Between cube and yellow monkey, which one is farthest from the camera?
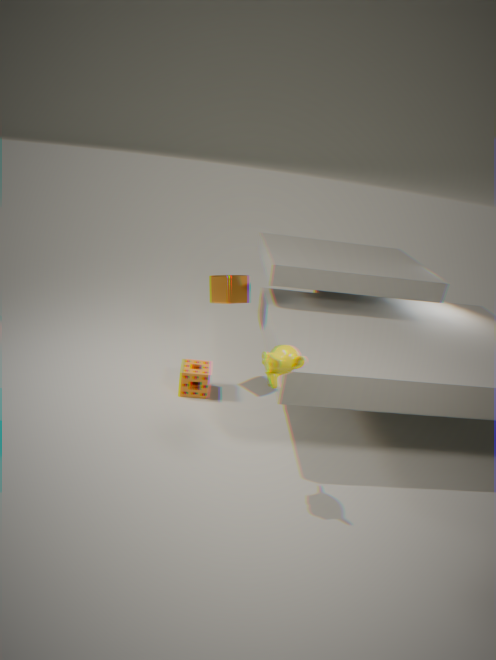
cube
